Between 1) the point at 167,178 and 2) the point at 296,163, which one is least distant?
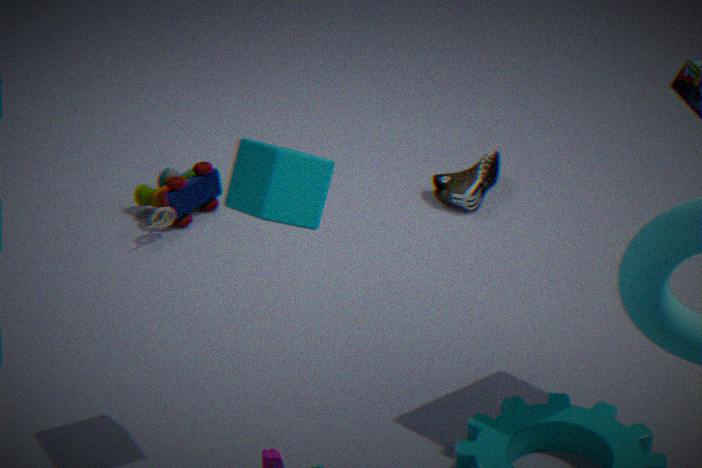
2. the point at 296,163
